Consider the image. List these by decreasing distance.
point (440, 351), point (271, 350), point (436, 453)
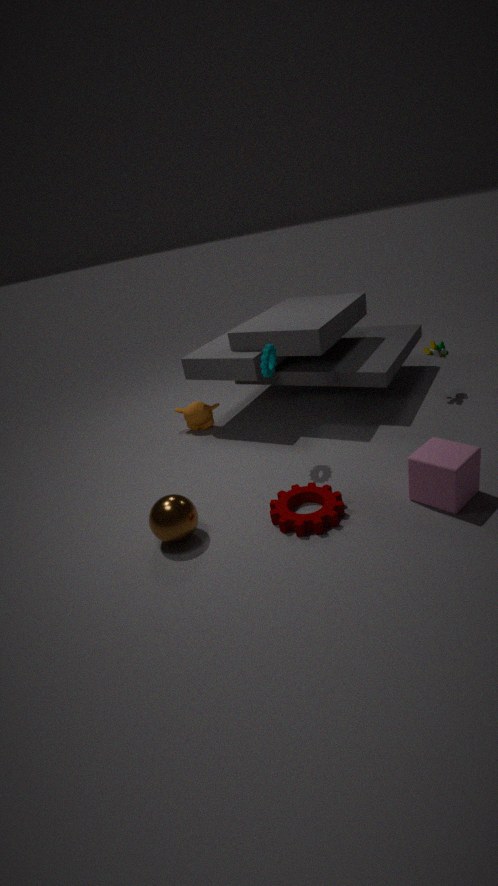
point (440, 351), point (271, 350), point (436, 453)
